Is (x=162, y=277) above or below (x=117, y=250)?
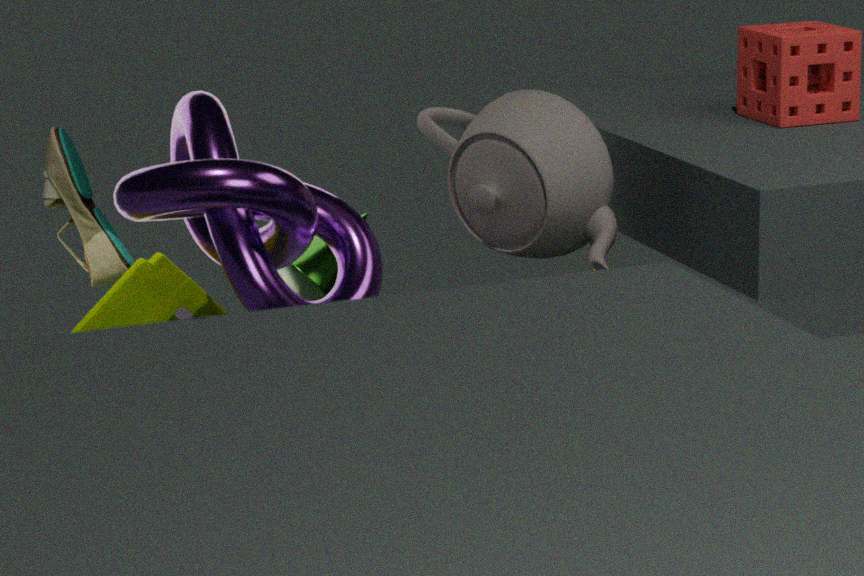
below
